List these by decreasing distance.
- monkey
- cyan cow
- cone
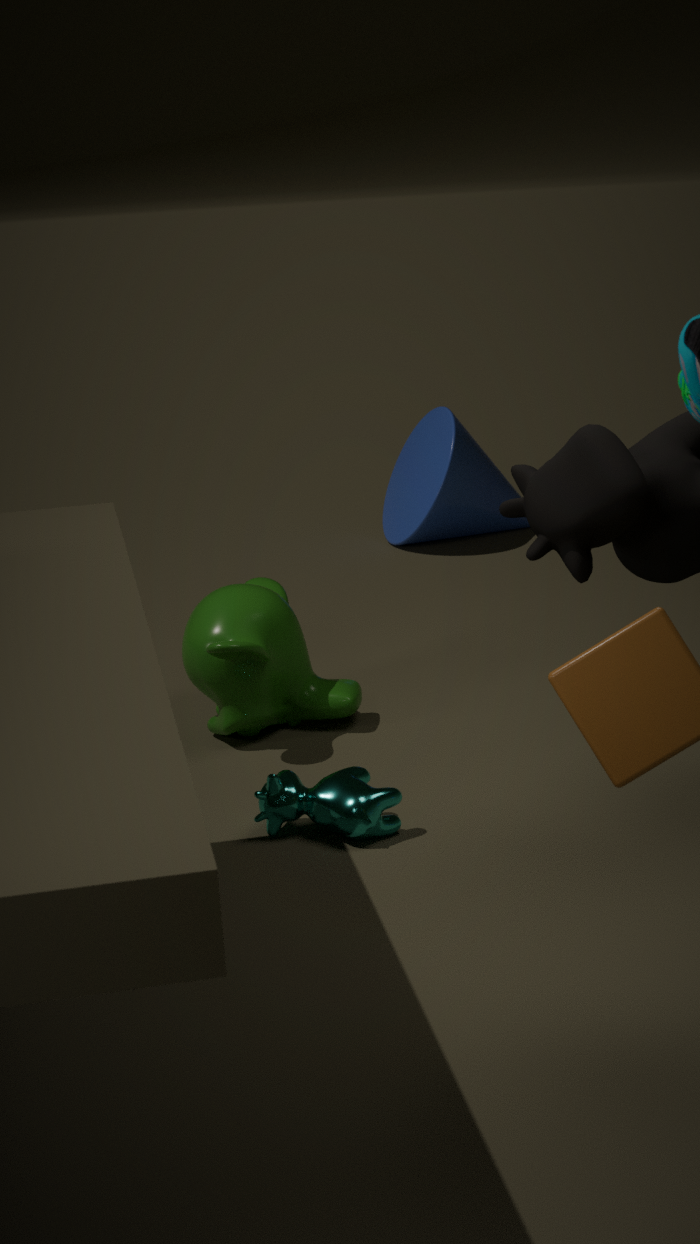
cone → monkey → cyan cow
